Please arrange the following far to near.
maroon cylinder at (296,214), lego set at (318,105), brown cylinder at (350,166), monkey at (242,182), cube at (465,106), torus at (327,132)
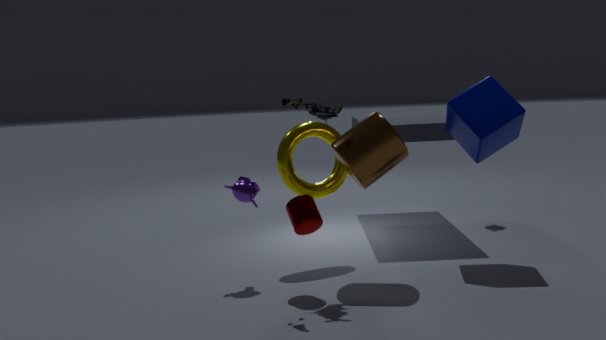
torus at (327,132) → cube at (465,106) → monkey at (242,182) → brown cylinder at (350,166) → maroon cylinder at (296,214) → lego set at (318,105)
